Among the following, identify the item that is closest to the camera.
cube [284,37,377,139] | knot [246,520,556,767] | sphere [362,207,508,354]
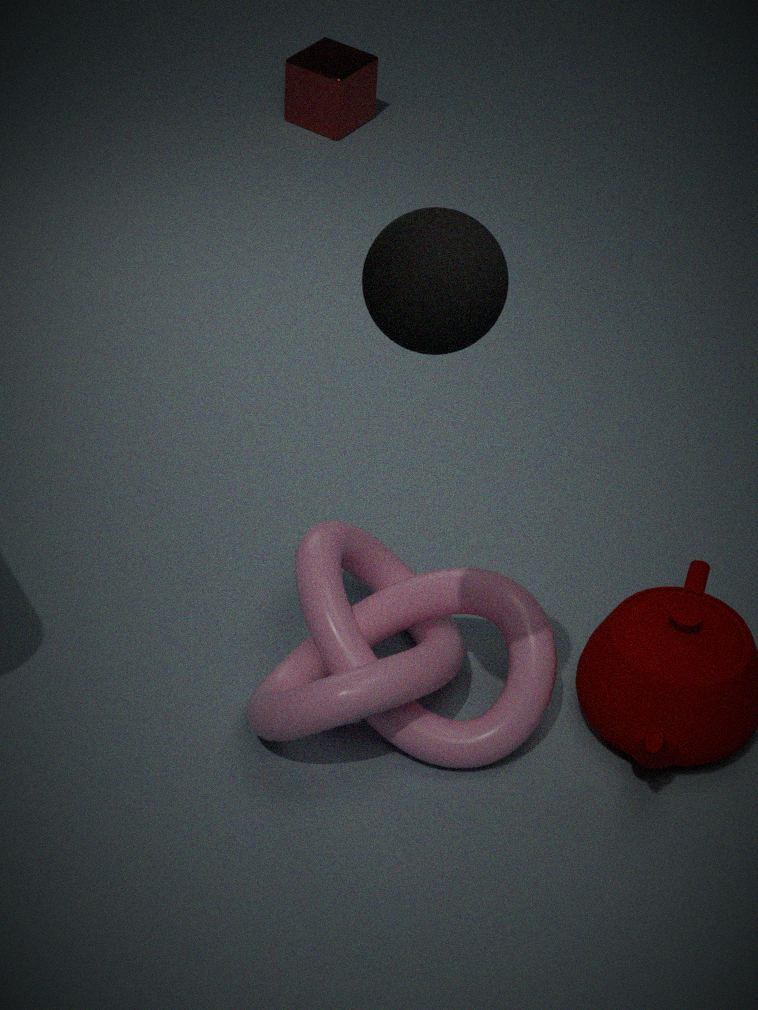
sphere [362,207,508,354]
